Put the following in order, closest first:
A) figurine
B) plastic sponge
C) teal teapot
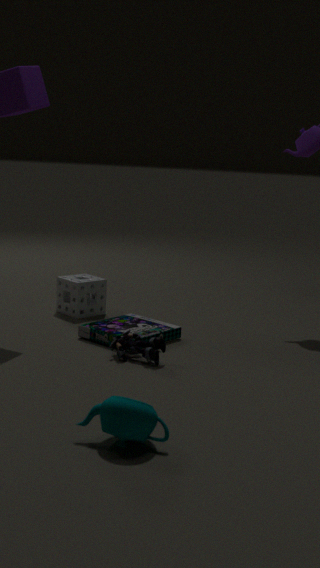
teal teapot → figurine → plastic sponge
